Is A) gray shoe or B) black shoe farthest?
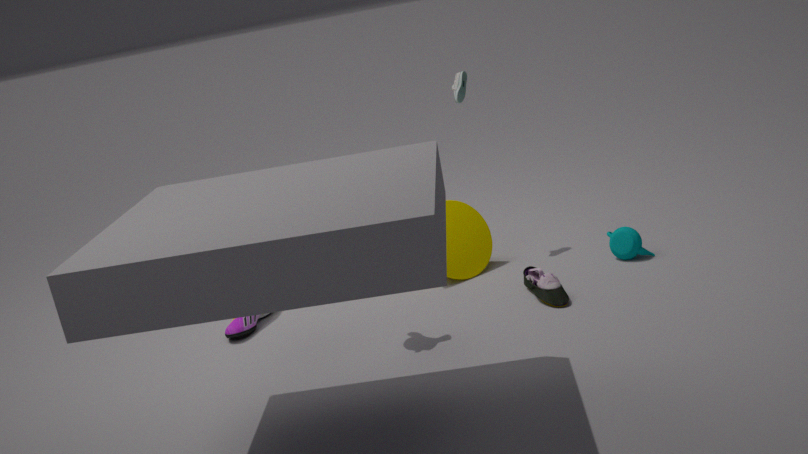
A. gray shoe
